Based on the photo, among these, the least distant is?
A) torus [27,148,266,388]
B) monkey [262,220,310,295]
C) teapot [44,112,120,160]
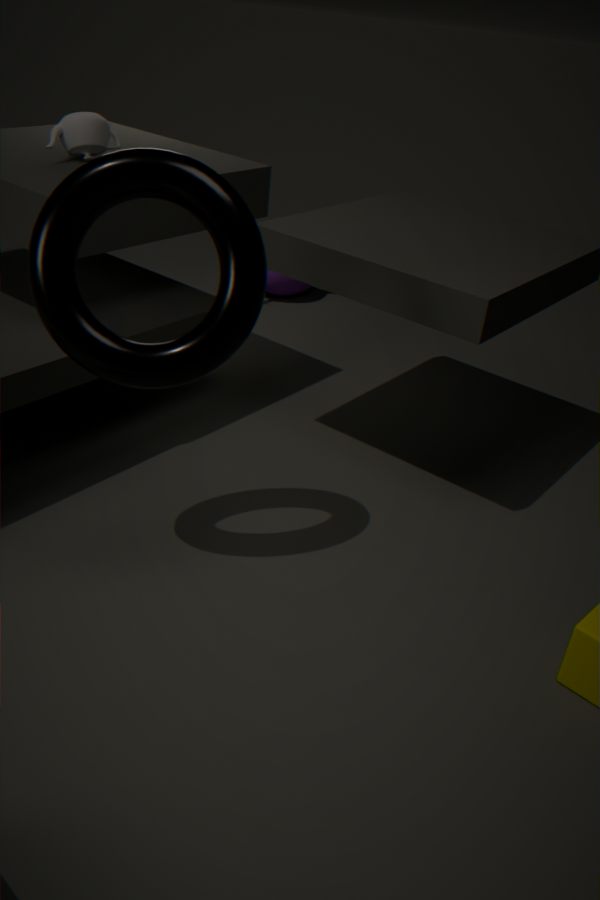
torus [27,148,266,388]
